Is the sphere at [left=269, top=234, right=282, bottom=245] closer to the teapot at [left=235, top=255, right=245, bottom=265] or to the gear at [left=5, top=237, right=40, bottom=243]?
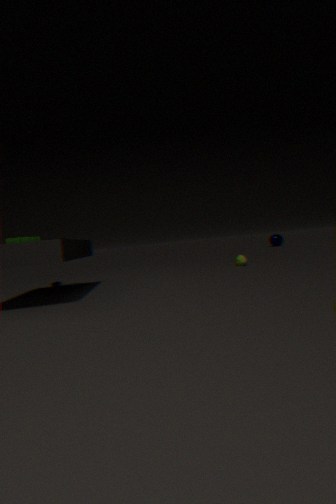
the teapot at [left=235, top=255, right=245, bottom=265]
